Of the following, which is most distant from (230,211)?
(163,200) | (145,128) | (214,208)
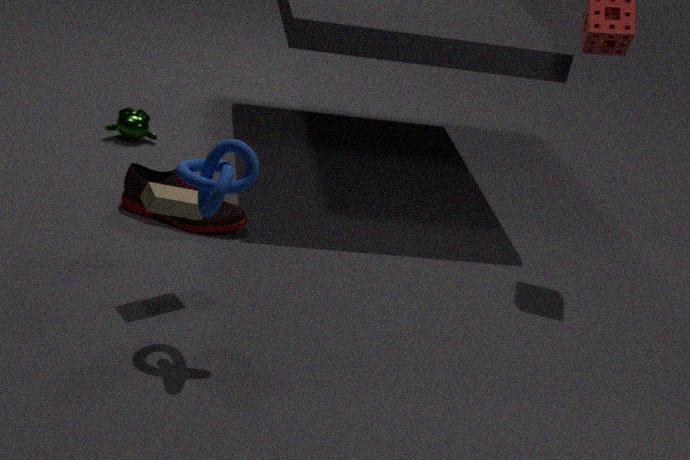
(214,208)
